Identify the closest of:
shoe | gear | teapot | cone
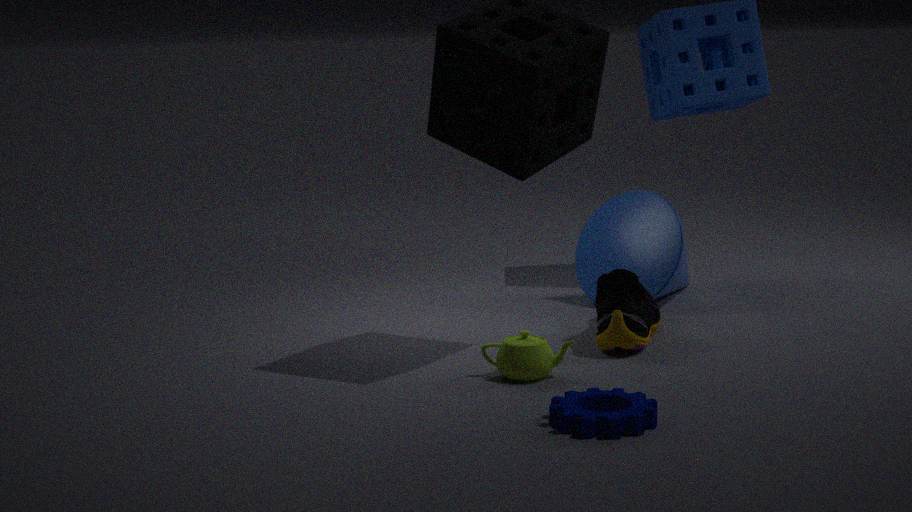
gear
